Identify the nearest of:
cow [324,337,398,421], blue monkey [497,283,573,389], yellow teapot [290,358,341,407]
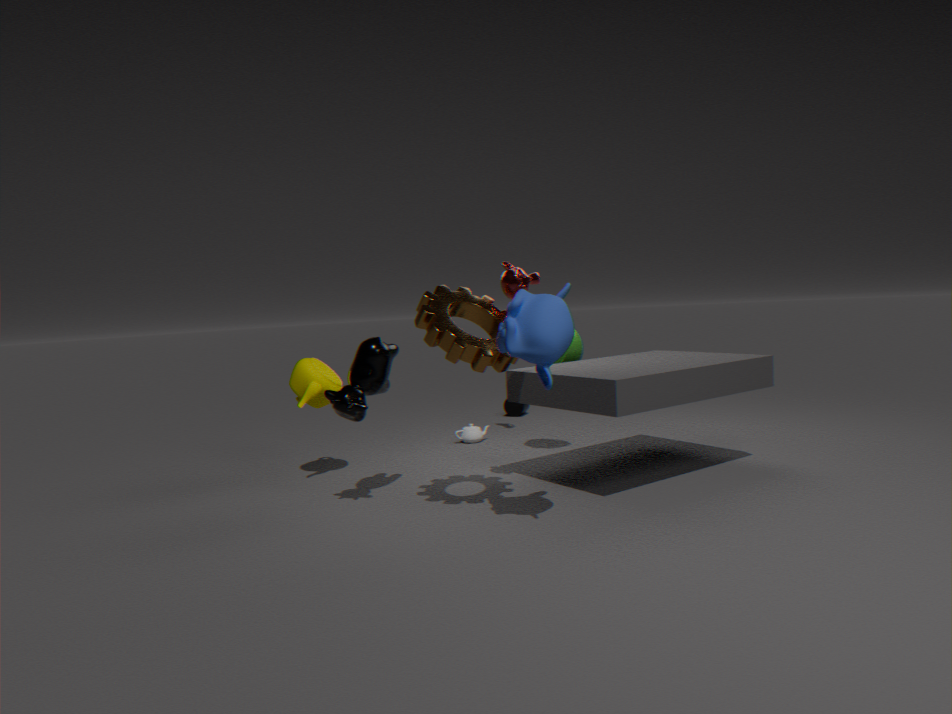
blue monkey [497,283,573,389]
